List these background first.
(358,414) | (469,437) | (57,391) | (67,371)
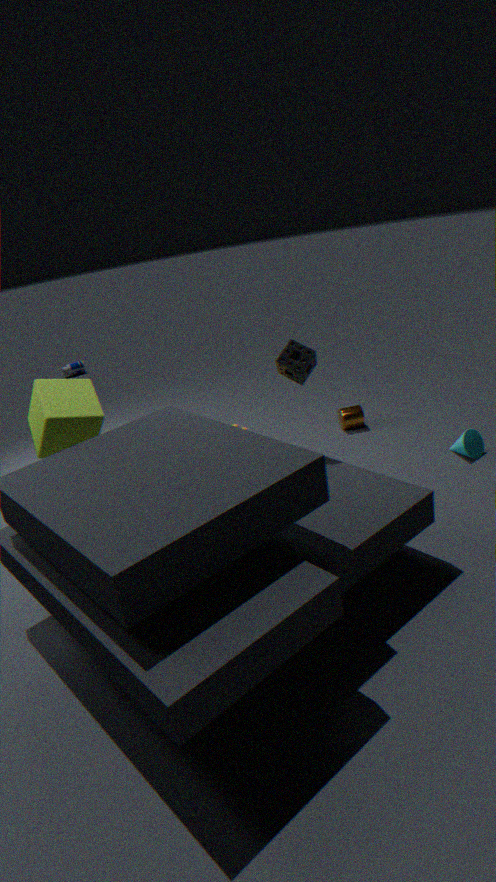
(67,371) → (358,414) → (469,437) → (57,391)
